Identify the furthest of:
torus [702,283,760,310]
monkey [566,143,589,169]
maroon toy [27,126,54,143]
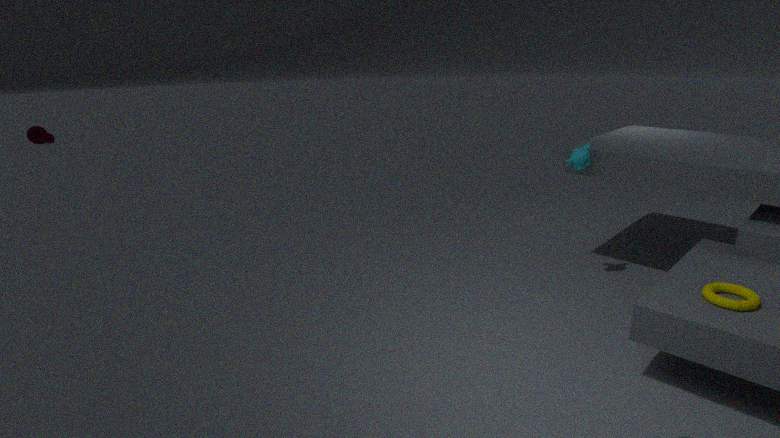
maroon toy [27,126,54,143]
